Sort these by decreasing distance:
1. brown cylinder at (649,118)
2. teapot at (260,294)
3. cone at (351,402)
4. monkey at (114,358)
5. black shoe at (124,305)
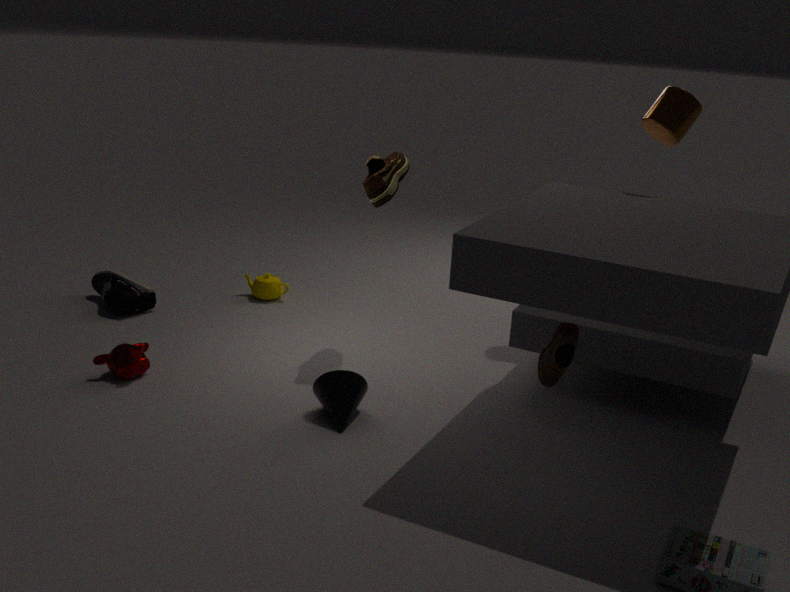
1. teapot at (260,294)
2. black shoe at (124,305)
3. monkey at (114,358)
4. brown cylinder at (649,118)
5. cone at (351,402)
